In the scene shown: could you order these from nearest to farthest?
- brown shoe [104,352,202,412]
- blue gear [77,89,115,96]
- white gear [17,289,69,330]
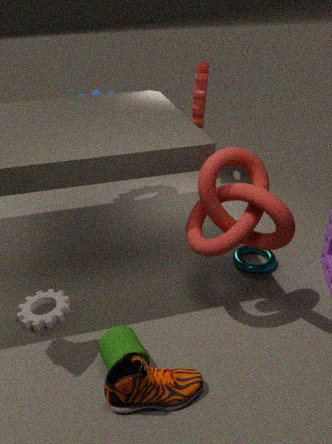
brown shoe [104,352,202,412]
white gear [17,289,69,330]
blue gear [77,89,115,96]
